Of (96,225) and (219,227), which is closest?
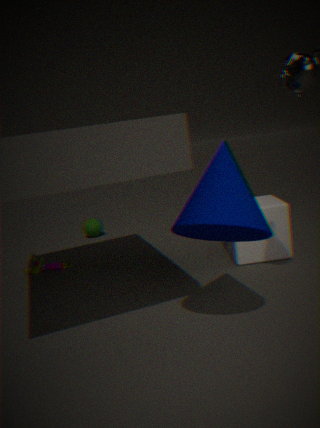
(219,227)
